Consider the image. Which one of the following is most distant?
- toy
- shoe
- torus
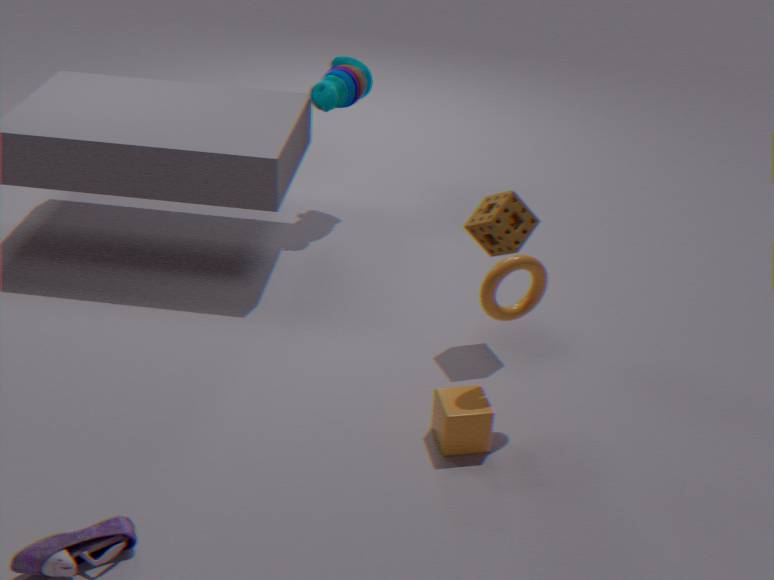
toy
